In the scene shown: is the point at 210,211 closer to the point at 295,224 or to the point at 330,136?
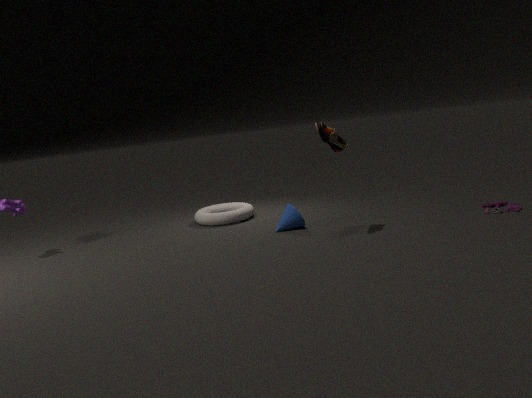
the point at 295,224
